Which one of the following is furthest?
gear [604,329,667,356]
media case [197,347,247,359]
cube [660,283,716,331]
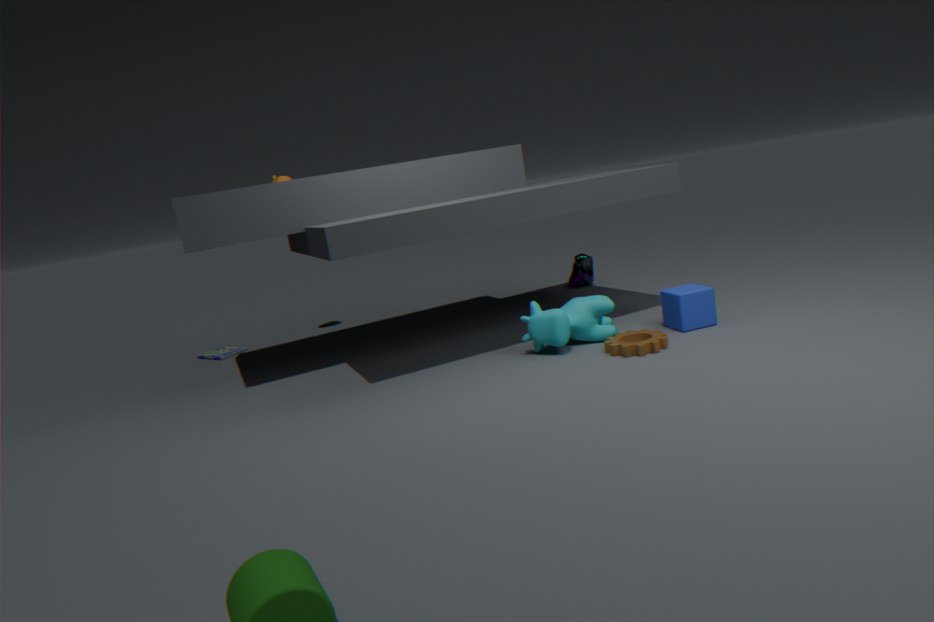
media case [197,347,247,359]
